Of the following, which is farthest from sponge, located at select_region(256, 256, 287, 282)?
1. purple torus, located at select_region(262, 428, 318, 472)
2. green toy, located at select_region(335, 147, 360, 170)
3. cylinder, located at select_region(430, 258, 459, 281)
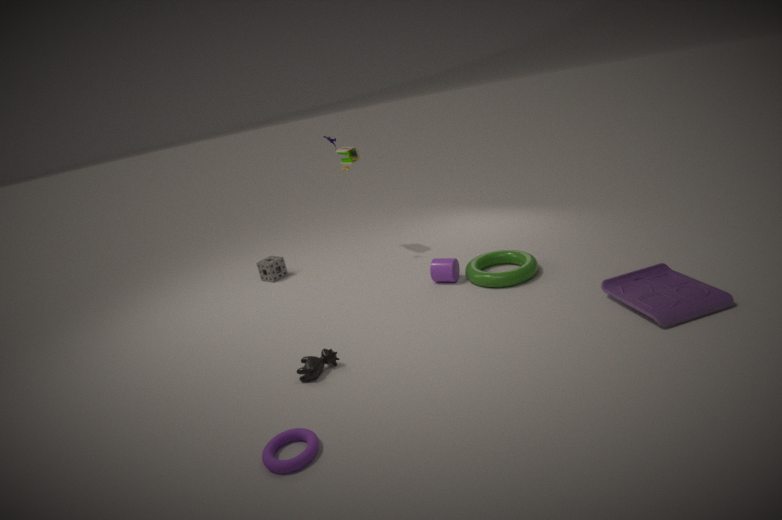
purple torus, located at select_region(262, 428, 318, 472)
